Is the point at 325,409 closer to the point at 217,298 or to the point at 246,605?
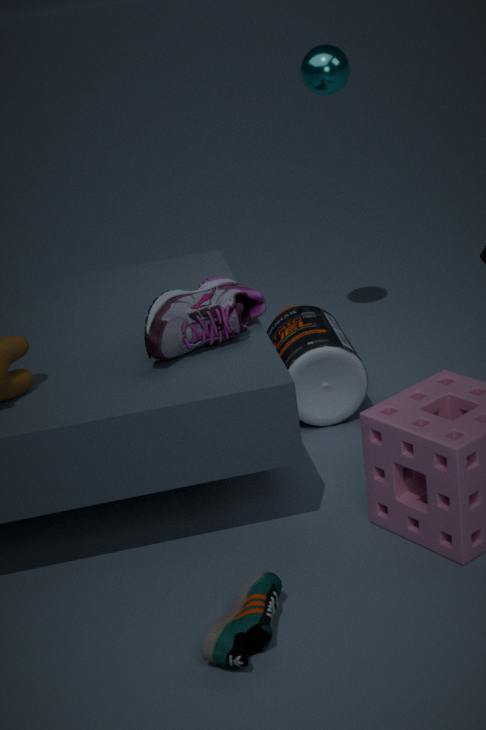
the point at 217,298
